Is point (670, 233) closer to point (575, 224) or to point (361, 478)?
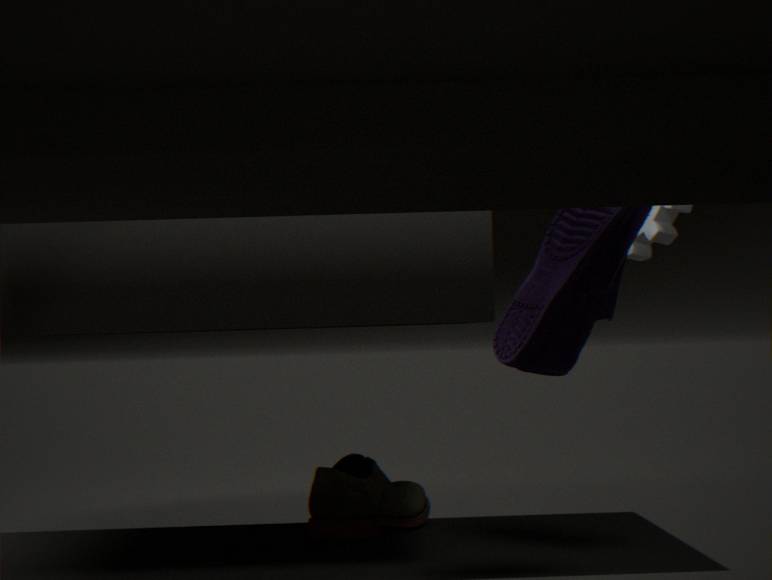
point (575, 224)
